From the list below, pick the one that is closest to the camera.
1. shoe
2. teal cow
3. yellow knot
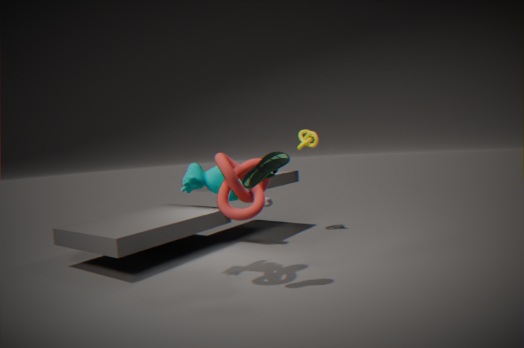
shoe
